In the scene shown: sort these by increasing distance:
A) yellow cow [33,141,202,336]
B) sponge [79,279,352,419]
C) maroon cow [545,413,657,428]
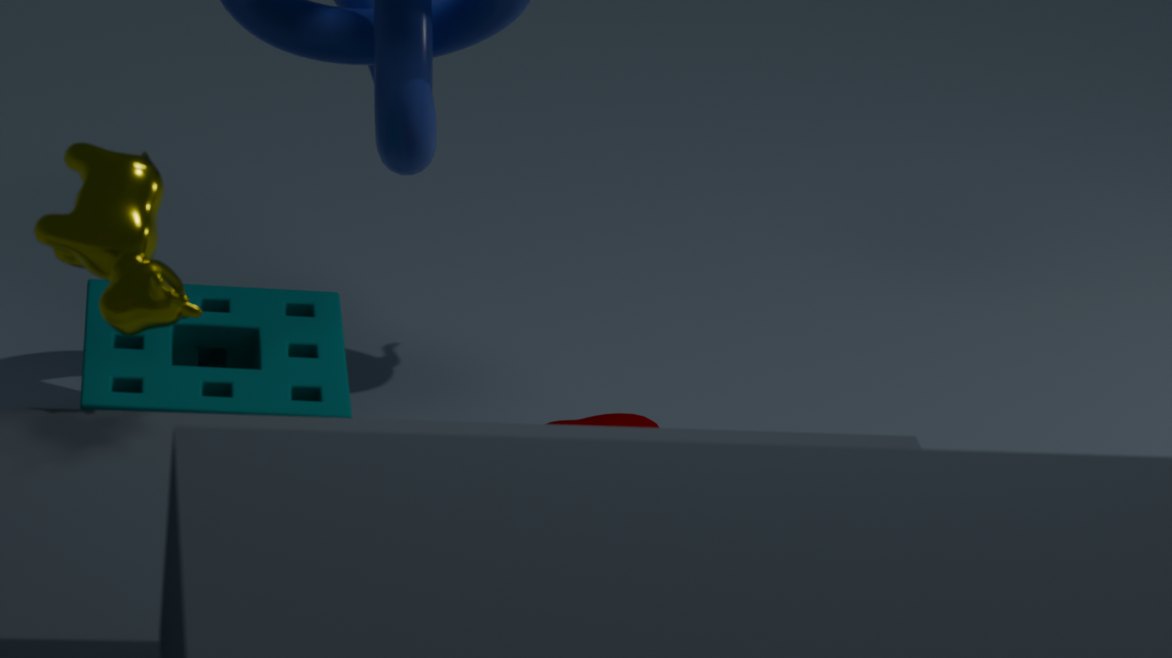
1. yellow cow [33,141,202,336]
2. sponge [79,279,352,419]
3. maroon cow [545,413,657,428]
